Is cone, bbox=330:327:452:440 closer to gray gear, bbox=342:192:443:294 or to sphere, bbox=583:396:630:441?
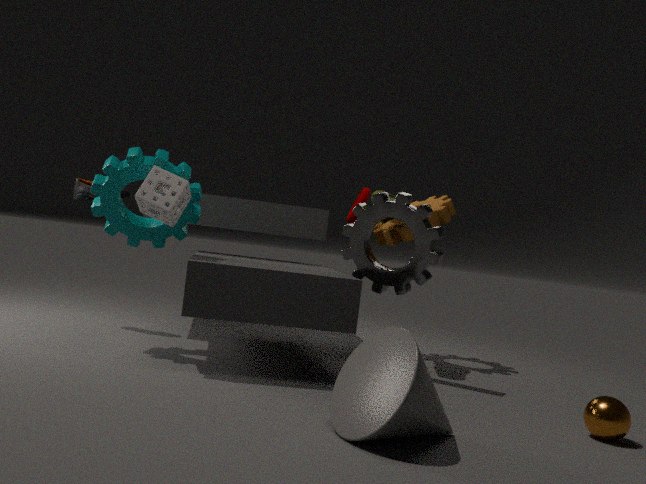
sphere, bbox=583:396:630:441
